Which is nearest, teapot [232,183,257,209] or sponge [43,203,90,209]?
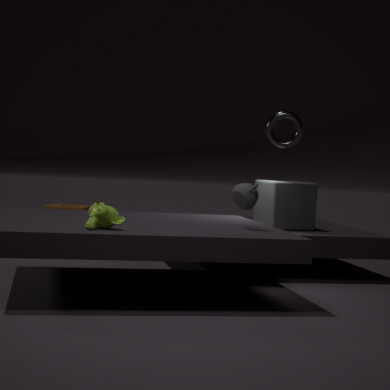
teapot [232,183,257,209]
